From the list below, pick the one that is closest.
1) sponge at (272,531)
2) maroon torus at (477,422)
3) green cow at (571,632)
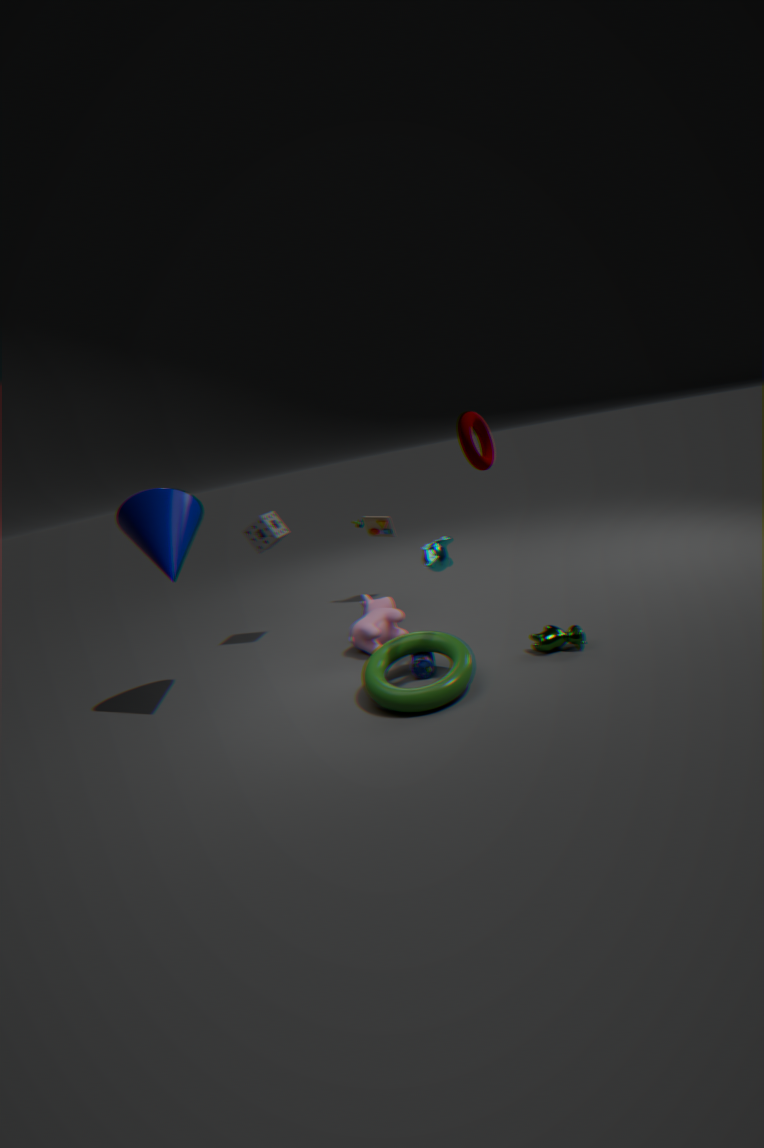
2. maroon torus at (477,422)
